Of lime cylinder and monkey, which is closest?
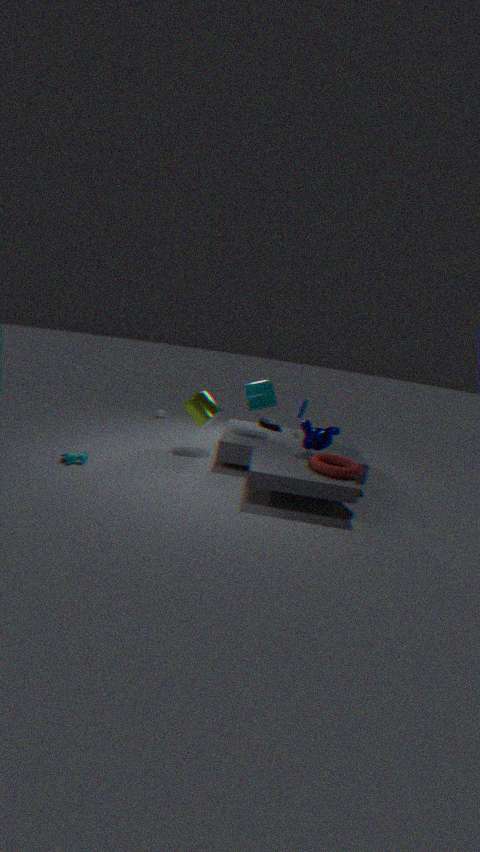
monkey
